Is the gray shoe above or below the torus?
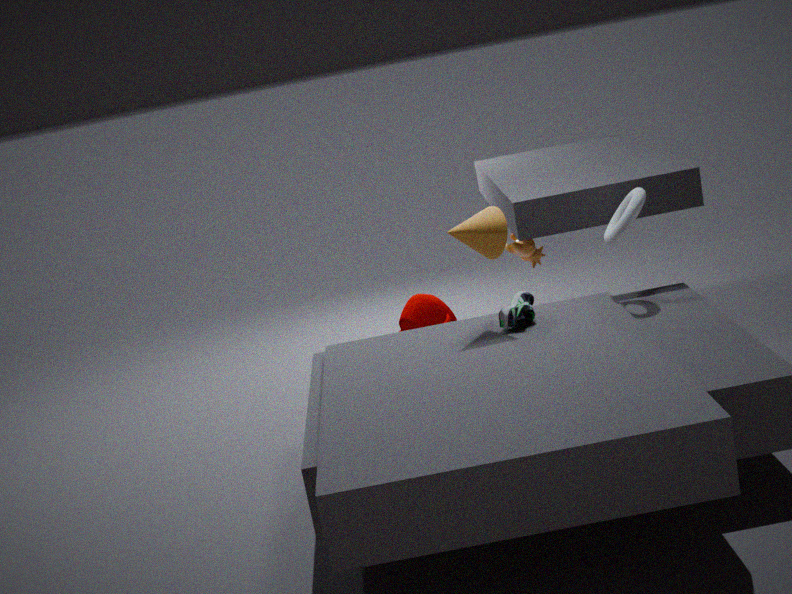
below
